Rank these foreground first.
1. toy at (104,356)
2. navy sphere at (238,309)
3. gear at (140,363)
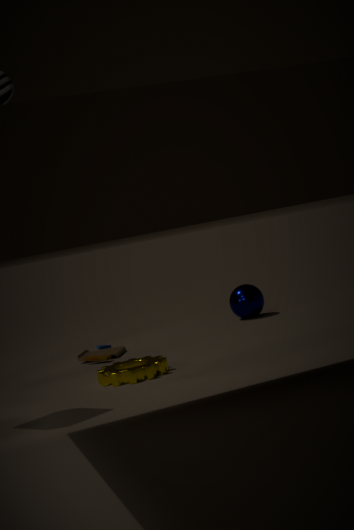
gear at (140,363) < toy at (104,356) < navy sphere at (238,309)
